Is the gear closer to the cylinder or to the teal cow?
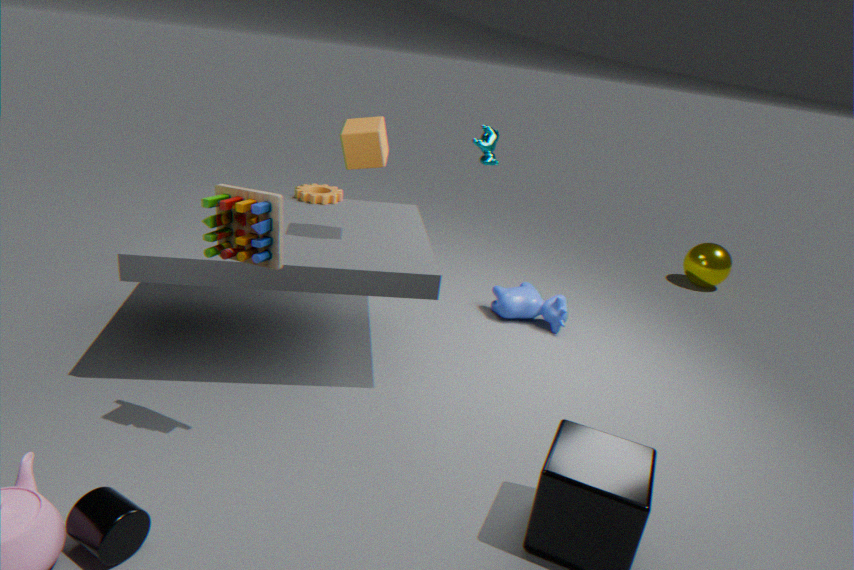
the teal cow
